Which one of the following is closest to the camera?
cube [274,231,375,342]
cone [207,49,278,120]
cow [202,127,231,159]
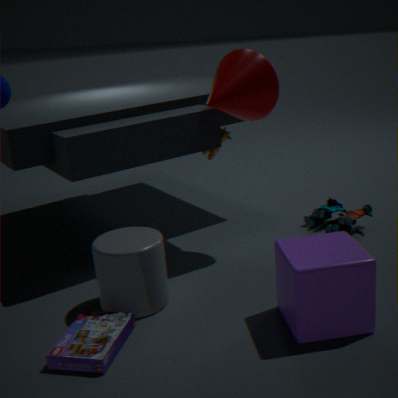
cube [274,231,375,342]
